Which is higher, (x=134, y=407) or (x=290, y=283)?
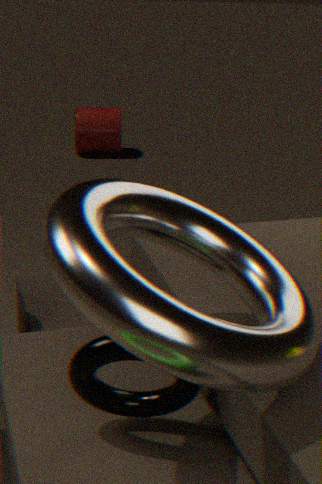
(x=290, y=283)
